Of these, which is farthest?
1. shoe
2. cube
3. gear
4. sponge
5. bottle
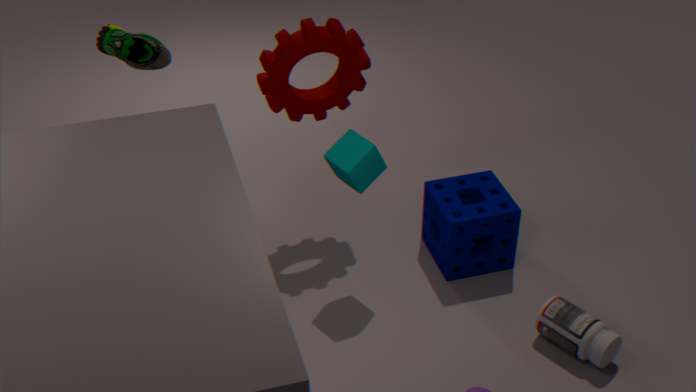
sponge
